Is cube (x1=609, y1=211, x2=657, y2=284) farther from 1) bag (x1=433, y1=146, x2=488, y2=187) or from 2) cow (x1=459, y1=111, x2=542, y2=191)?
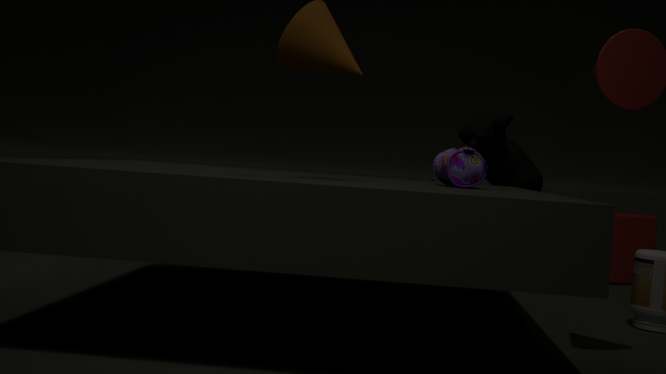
1) bag (x1=433, y1=146, x2=488, y2=187)
